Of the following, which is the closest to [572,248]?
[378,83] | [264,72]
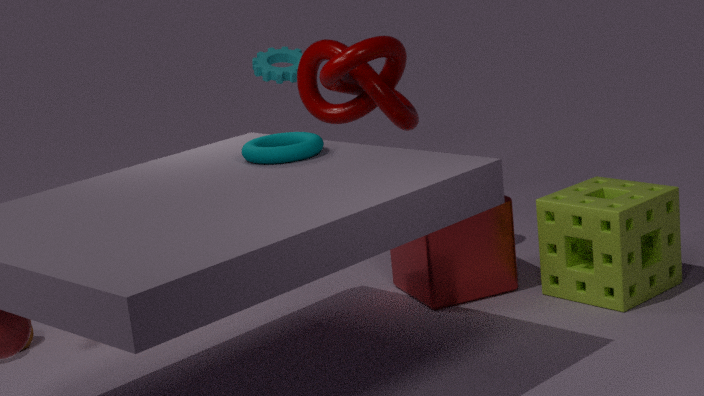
[378,83]
